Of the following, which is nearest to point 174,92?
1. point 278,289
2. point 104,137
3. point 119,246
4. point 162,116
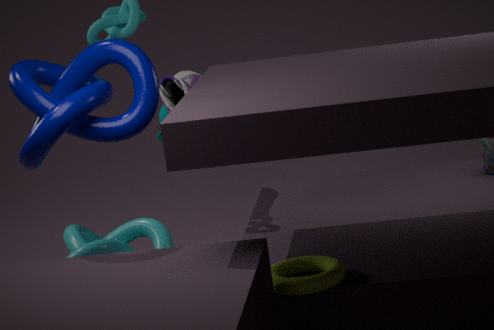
point 162,116
